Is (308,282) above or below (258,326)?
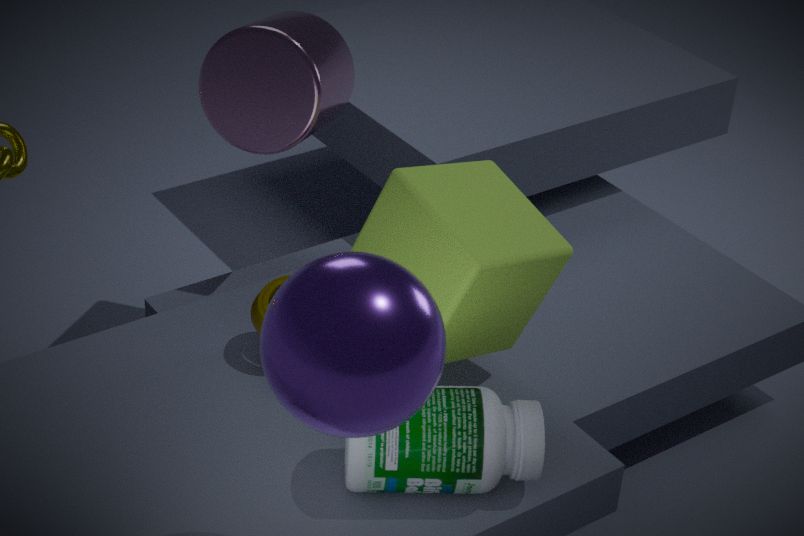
above
